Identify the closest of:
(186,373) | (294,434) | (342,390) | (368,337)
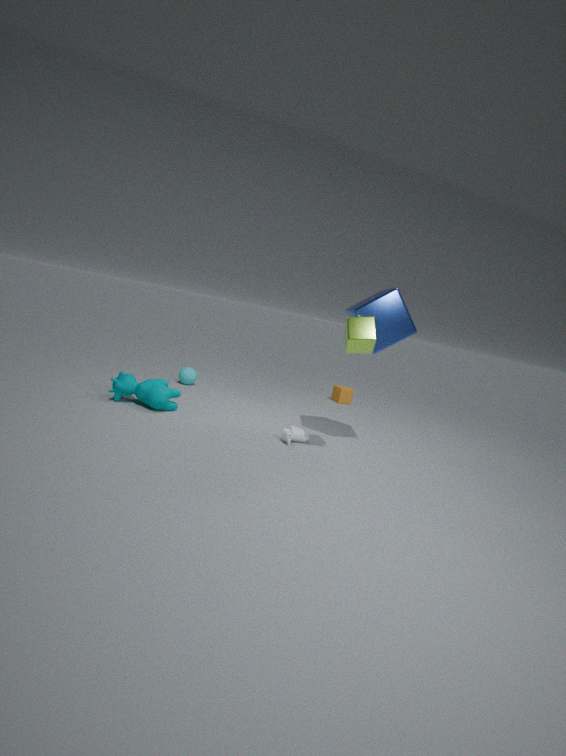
(368,337)
